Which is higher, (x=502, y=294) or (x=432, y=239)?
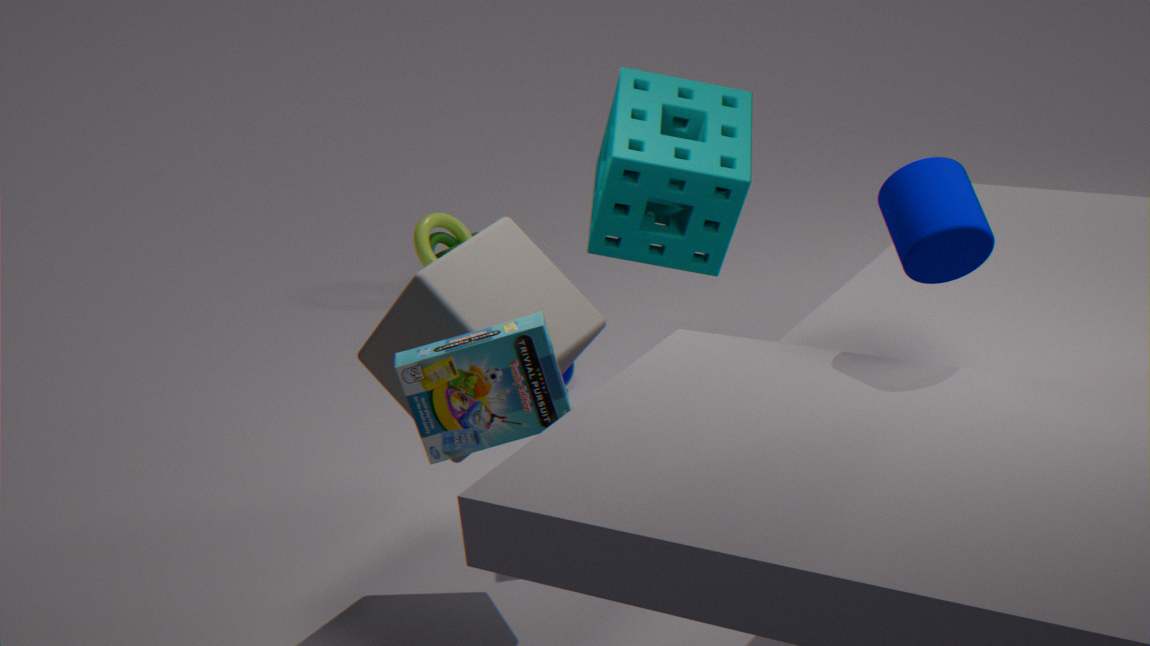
(x=502, y=294)
